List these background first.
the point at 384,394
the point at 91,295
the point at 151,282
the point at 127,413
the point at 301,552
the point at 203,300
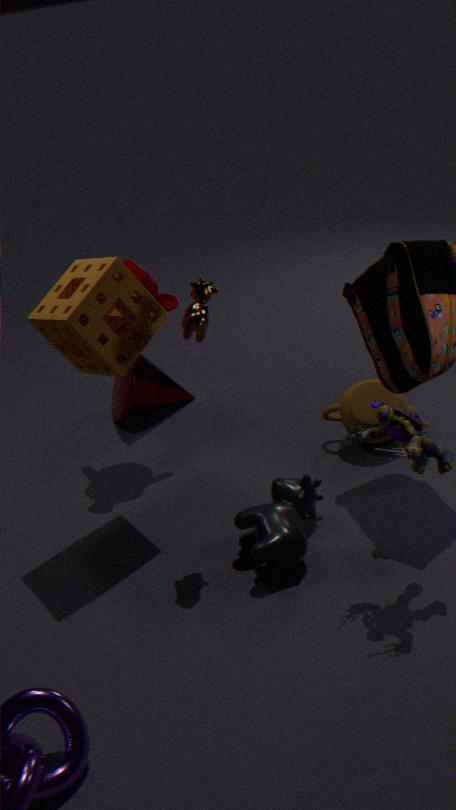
the point at 127,413, the point at 151,282, the point at 384,394, the point at 301,552, the point at 203,300, the point at 91,295
